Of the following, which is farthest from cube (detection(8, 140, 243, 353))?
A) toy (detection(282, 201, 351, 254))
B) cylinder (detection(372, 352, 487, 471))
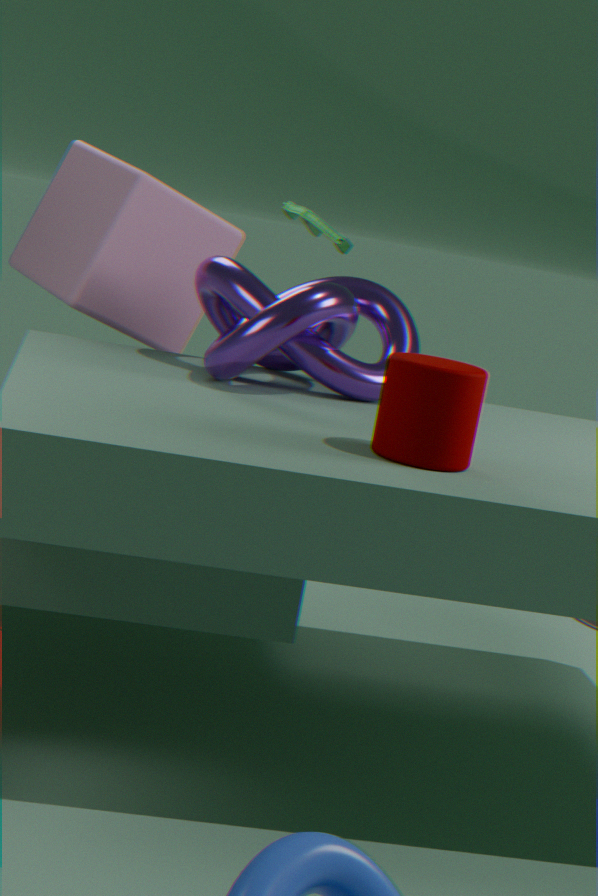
cylinder (detection(372, 352, 487, 471))
